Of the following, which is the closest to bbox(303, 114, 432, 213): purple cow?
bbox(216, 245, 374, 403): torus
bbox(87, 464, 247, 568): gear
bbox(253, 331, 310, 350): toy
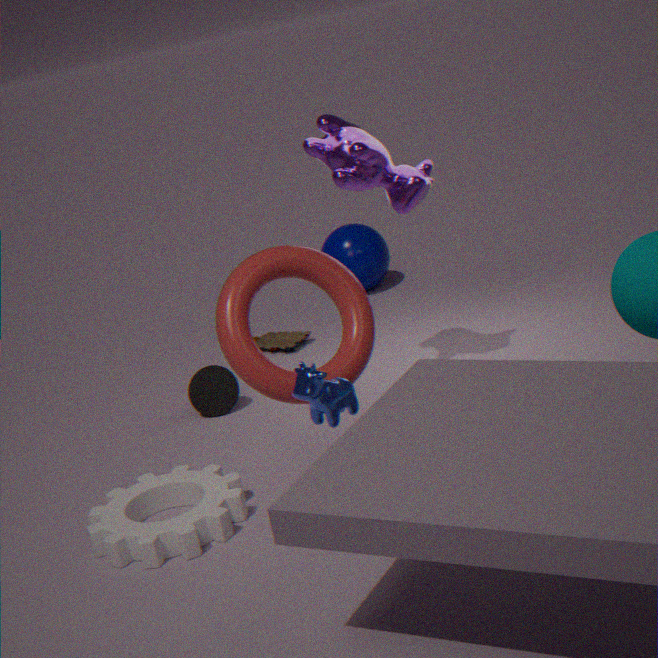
bbox(216, 245, 374, 403): torus
